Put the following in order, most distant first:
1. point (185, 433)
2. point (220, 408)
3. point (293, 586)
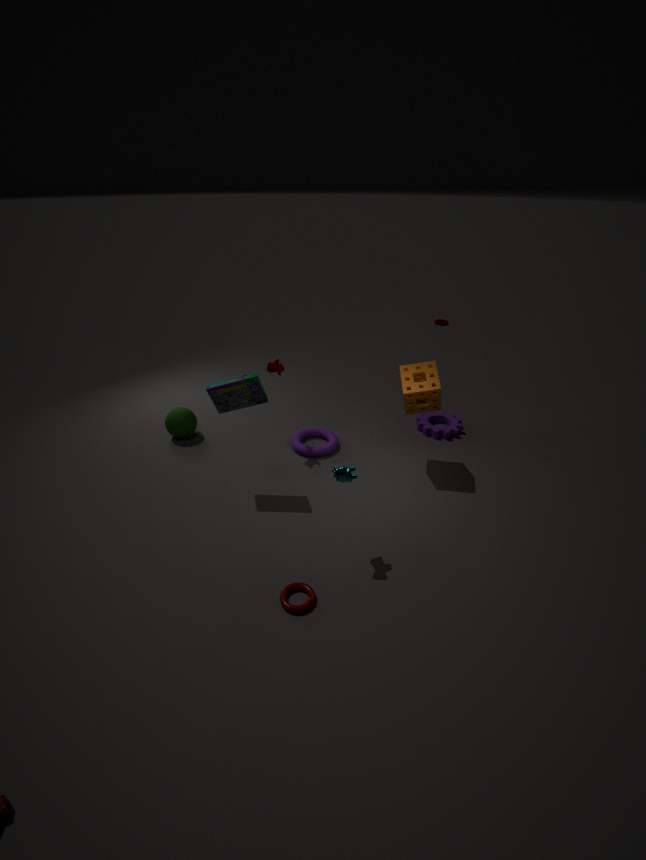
point (185, 433) < point (220, 408) < point (293, 586)
